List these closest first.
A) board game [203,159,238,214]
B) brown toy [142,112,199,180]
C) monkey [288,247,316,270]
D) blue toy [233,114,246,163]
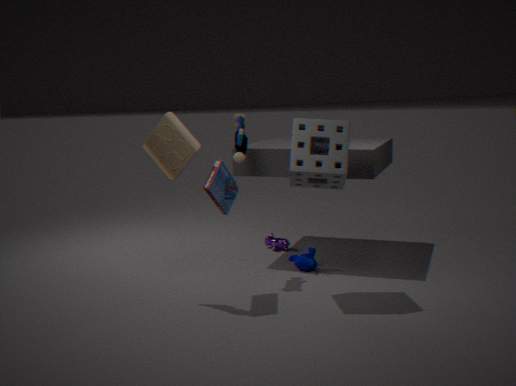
1. board game [203,159,238,214]
2. brown toy [142,112,199,180]
3. blue toy [233,114,246,163]
4. monkey [288,247,316,270]
